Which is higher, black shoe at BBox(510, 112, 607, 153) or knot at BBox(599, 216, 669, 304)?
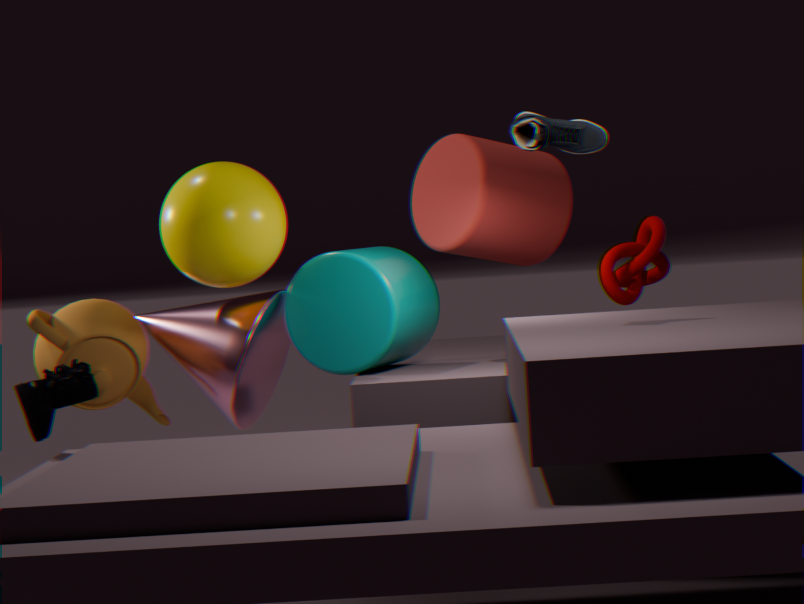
black shoe at BBox(510, 112, 607, 153)
